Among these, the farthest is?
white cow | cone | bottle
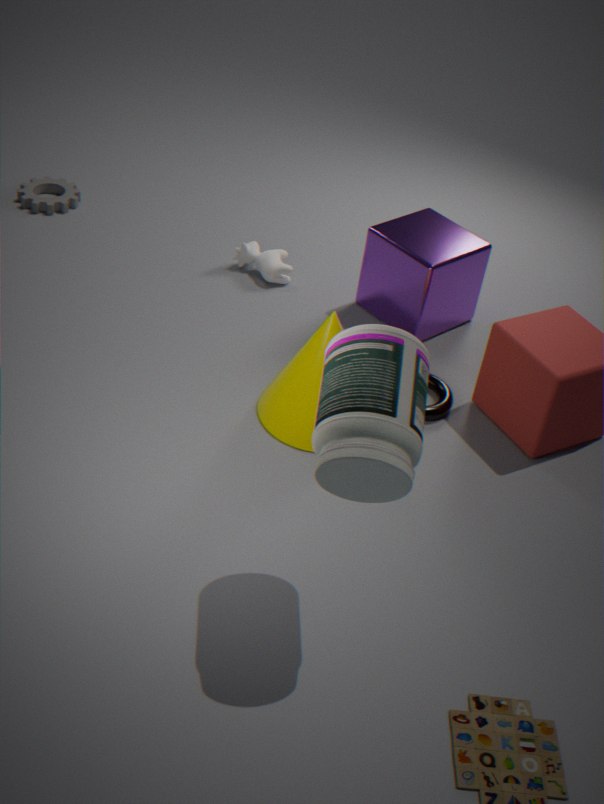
white cow
